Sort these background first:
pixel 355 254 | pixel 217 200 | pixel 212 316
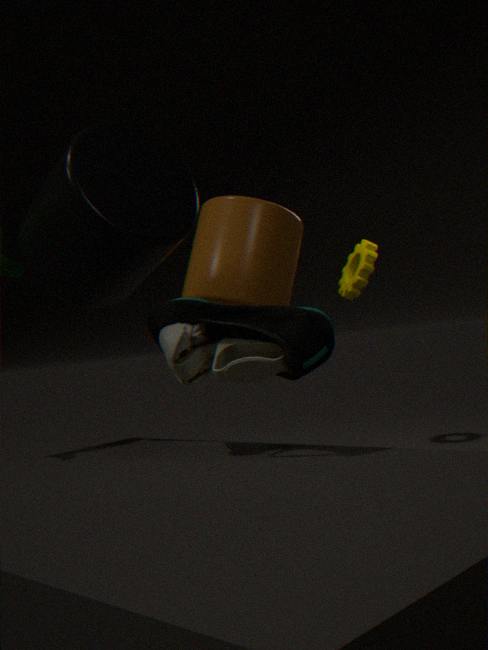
pixel 355 254
pixel 217 200
pixel 212 316
